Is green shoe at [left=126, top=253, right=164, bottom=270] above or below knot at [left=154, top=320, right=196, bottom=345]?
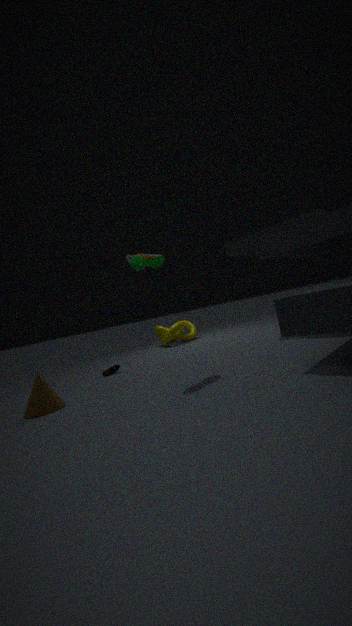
above
